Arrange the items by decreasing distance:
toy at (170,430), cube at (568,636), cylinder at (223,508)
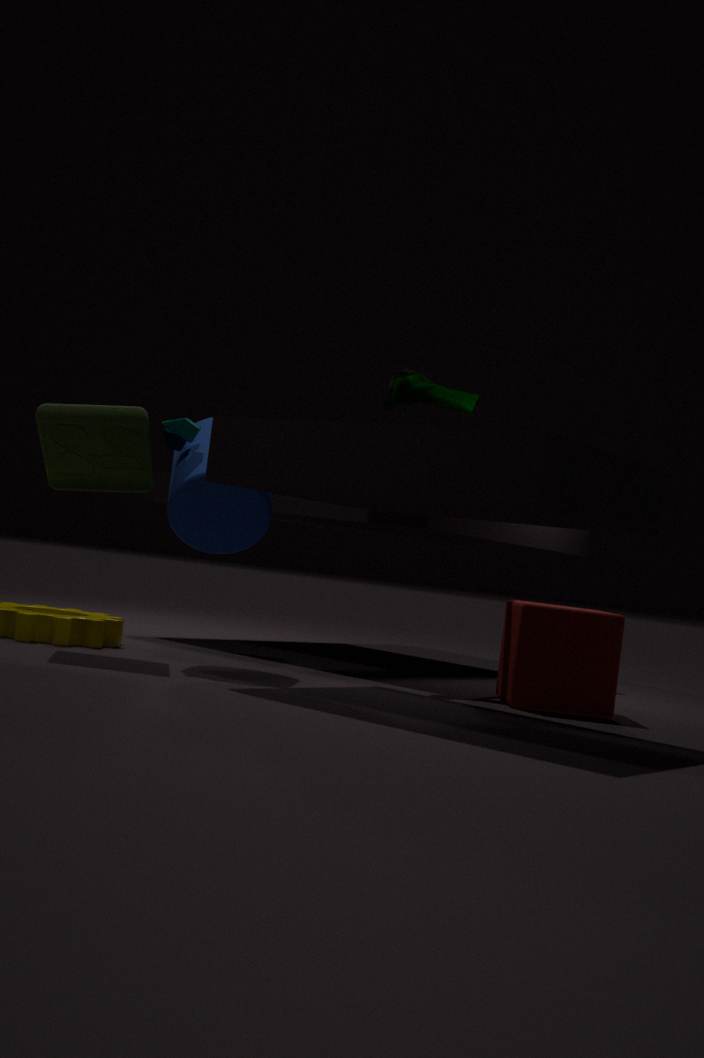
cube at (568,636), cylinder at (223,508), toy at (170,430)
